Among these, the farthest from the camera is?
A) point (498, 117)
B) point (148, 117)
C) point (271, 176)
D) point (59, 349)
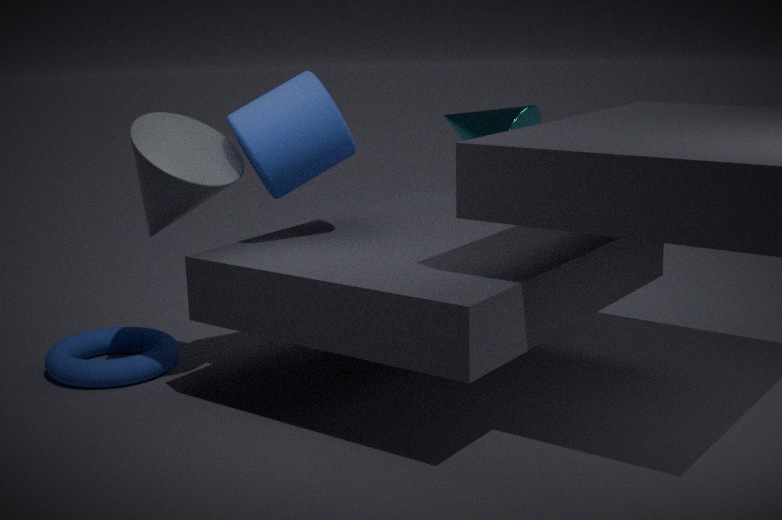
point (498, 117)
